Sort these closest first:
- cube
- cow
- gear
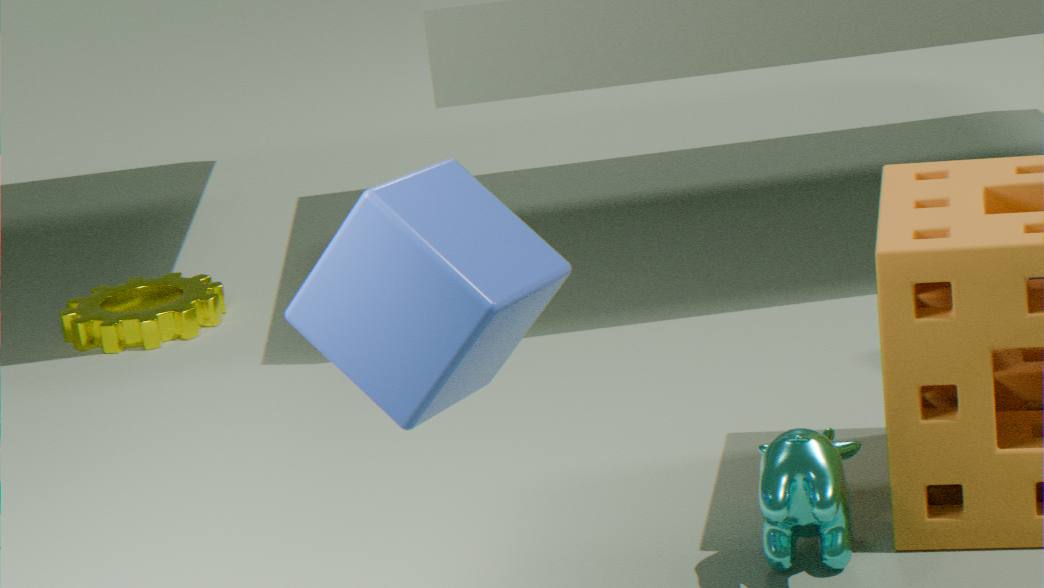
1. cube
2. cow
3. gear
